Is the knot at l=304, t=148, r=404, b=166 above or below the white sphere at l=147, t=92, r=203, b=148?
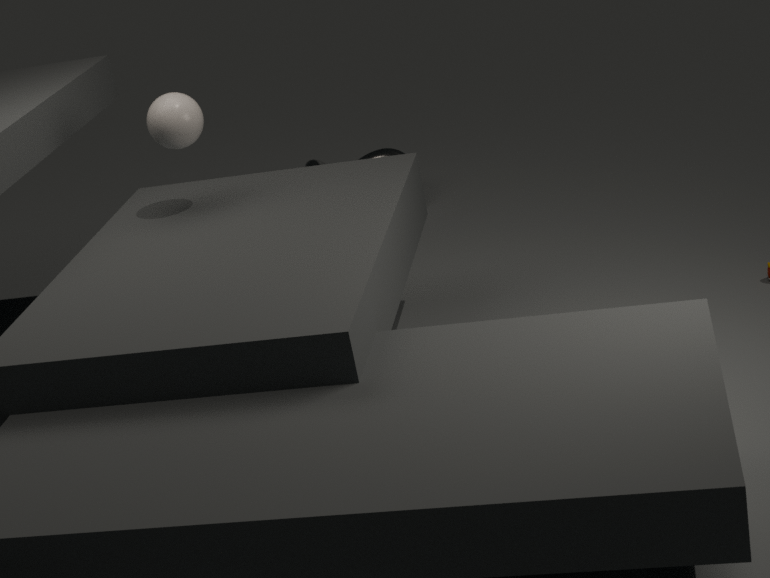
below
